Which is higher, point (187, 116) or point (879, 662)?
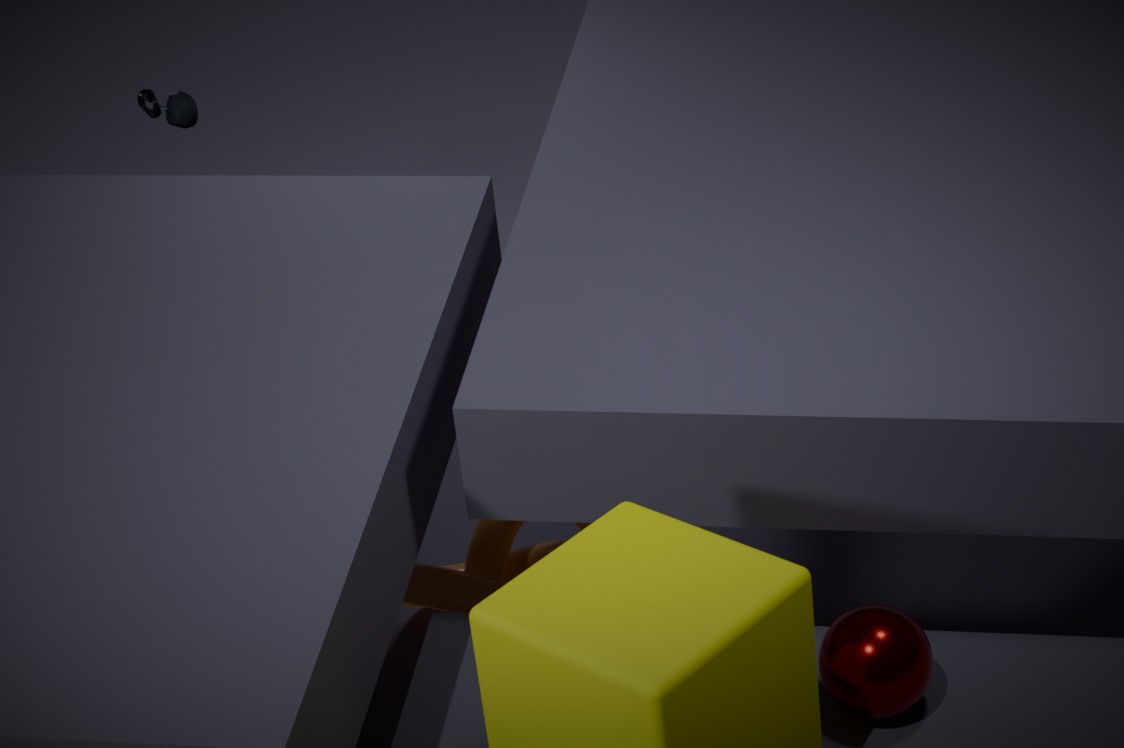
point (187, 116)
